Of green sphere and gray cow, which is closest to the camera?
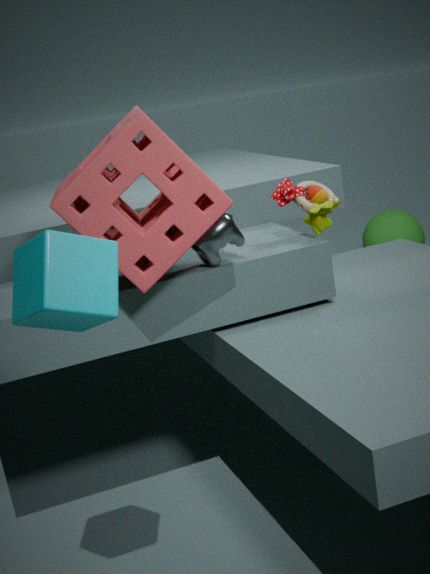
gray cow
